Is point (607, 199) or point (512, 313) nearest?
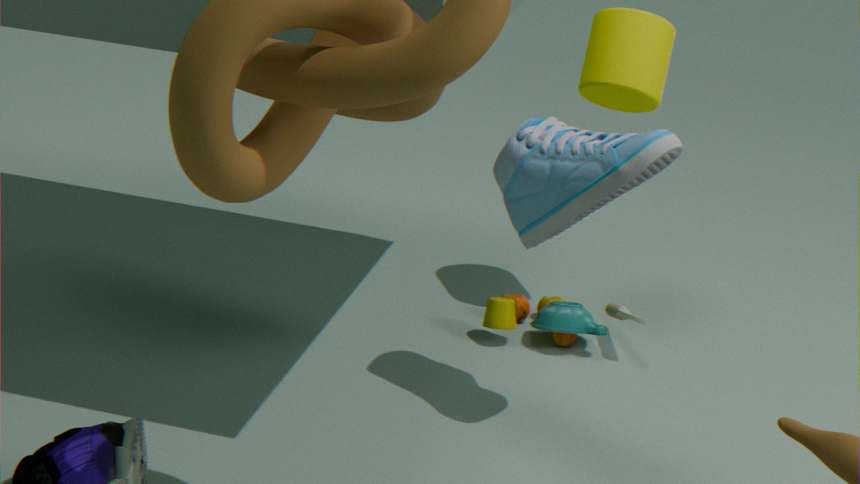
point (607, 199)
